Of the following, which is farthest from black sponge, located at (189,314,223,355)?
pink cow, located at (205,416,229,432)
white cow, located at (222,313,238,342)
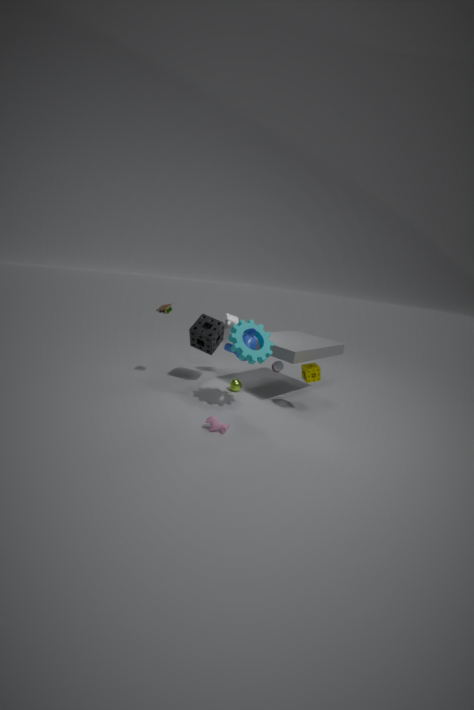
pink cow, located at (205,416,229,432)
